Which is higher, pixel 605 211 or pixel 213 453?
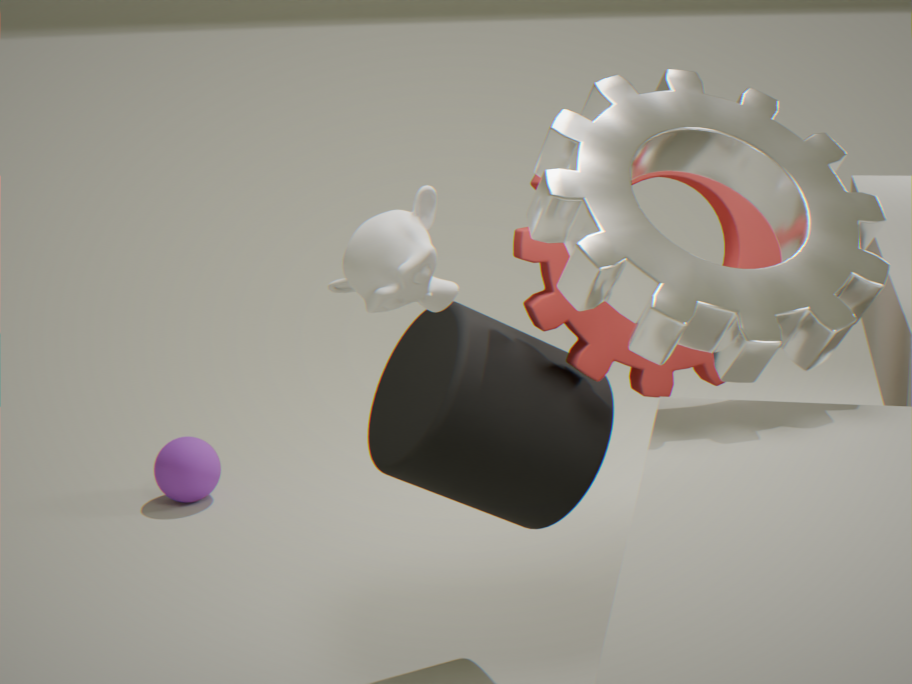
pixel 605 211
